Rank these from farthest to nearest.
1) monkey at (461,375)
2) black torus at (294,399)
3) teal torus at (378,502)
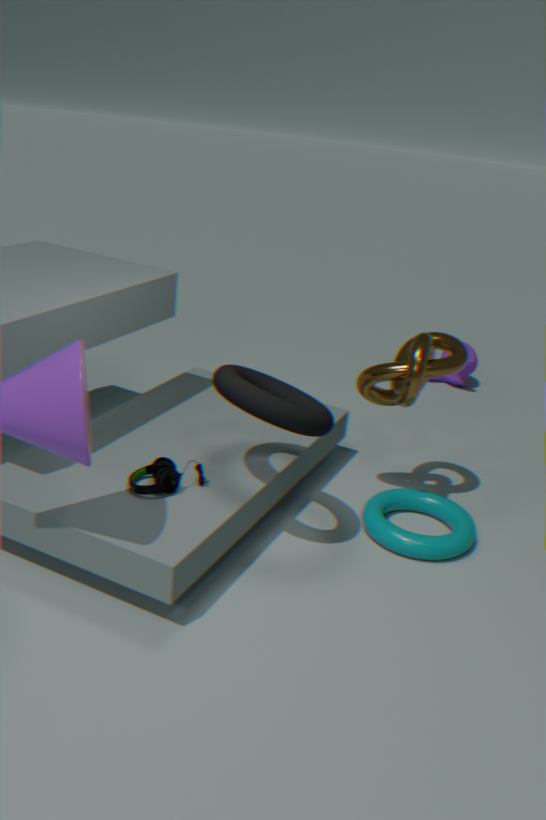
1. monkey at (461,375) → 3. teal torus at (378,502) → 2. black torus at (294,399)
